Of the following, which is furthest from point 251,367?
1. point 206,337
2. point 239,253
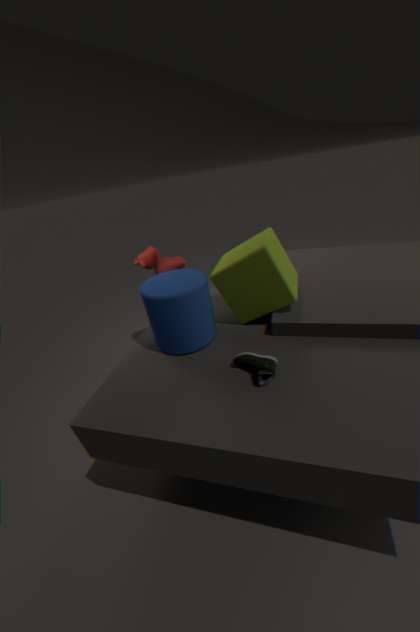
point 239,253
